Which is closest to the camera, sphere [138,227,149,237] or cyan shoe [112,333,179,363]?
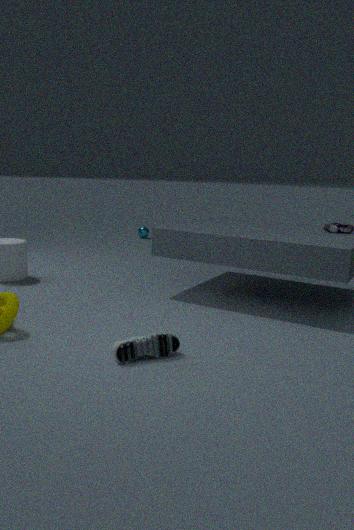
cyan shoe [112,333,179,363]
